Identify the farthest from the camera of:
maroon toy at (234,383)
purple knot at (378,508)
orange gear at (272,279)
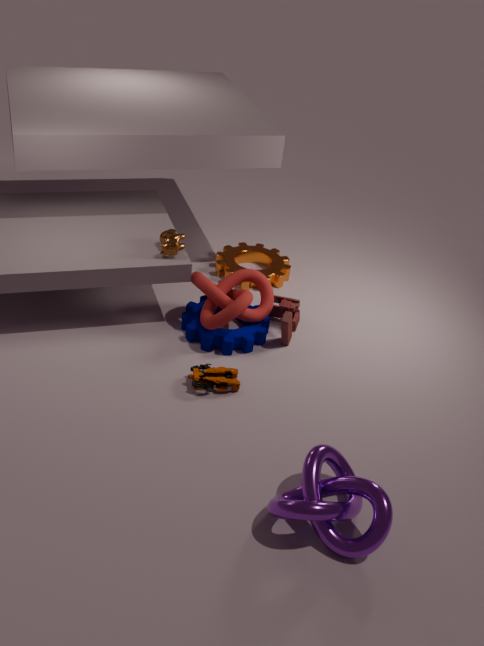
orange gear at (272,279)
